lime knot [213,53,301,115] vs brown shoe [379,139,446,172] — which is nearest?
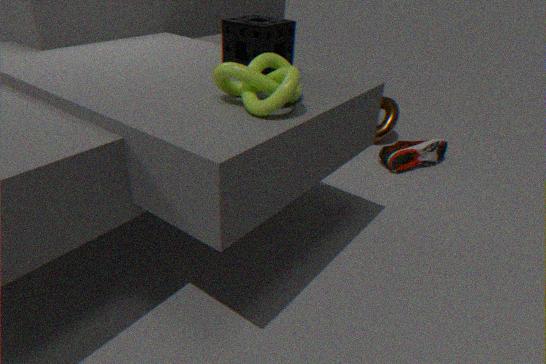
lime knot [213,53,301,115]
